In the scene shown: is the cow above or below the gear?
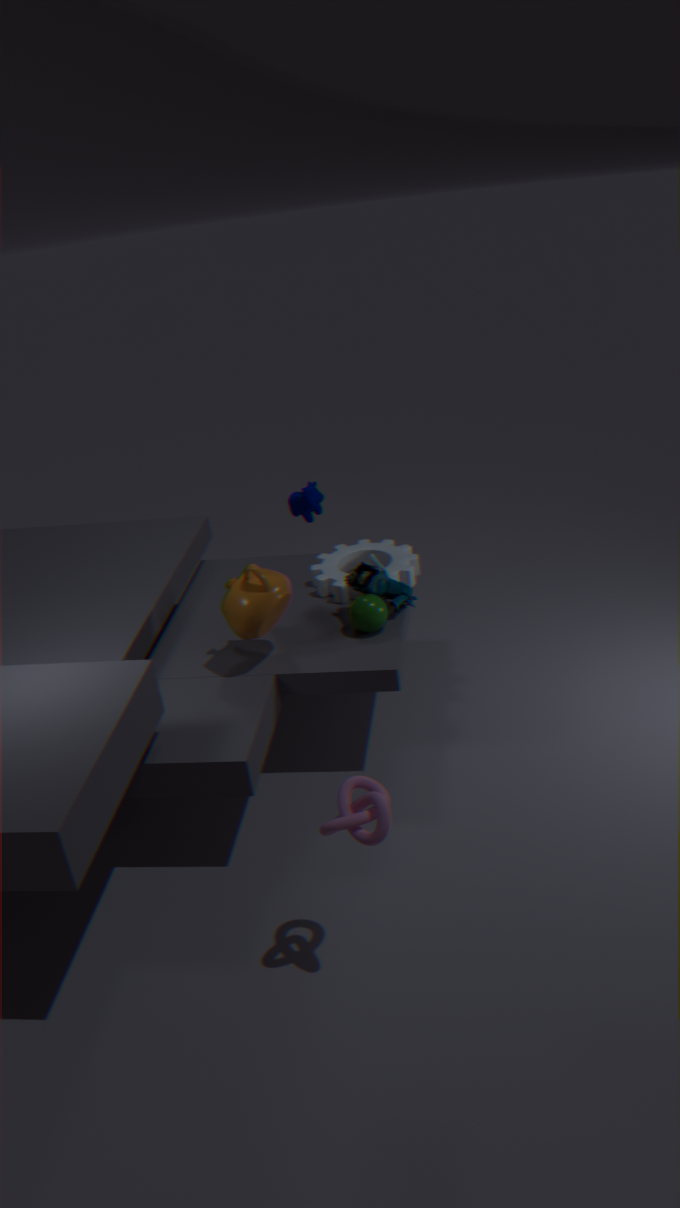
above
